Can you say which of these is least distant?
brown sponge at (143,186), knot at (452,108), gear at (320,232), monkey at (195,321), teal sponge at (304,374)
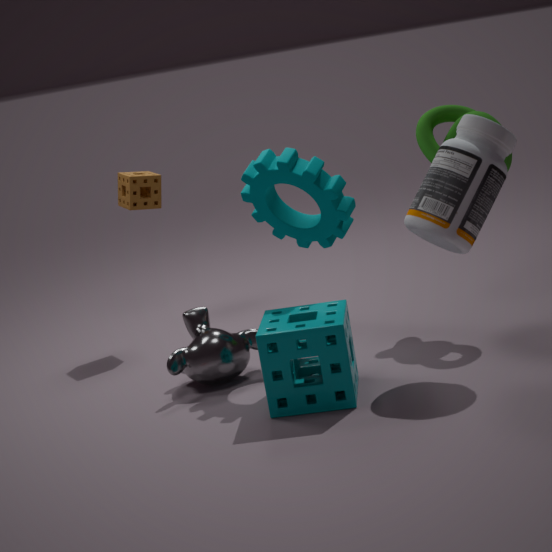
teal sponge at (304,374)
